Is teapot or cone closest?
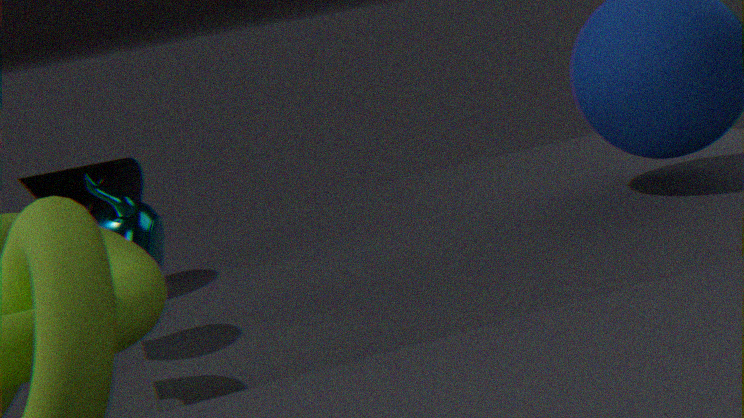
teapot
